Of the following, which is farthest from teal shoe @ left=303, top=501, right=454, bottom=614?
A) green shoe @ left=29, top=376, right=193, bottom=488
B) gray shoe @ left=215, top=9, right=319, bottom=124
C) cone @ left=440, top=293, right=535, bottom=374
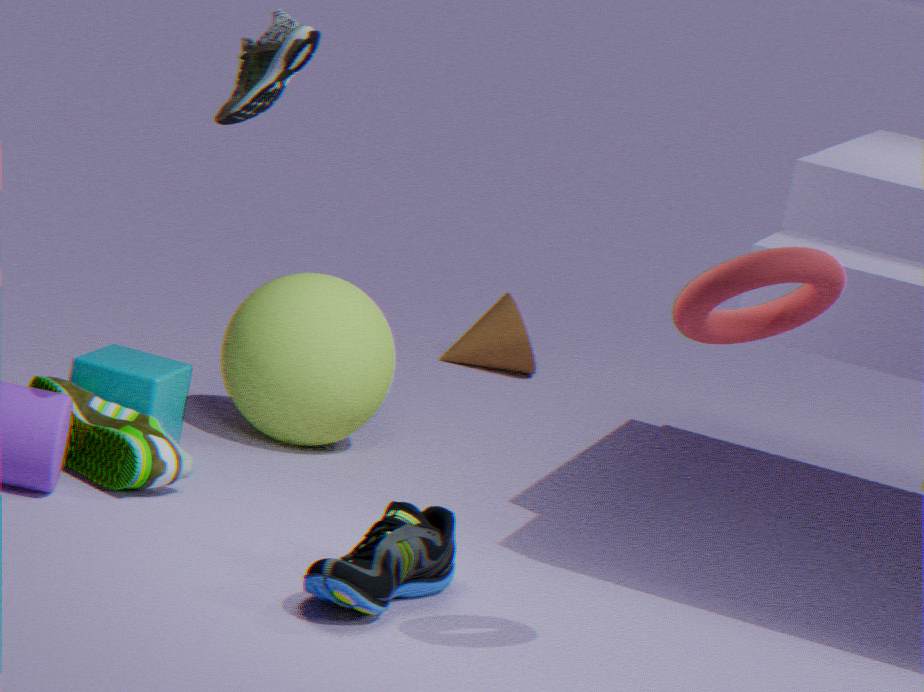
cone @ left=440, top=293, right=535, bottom=374
